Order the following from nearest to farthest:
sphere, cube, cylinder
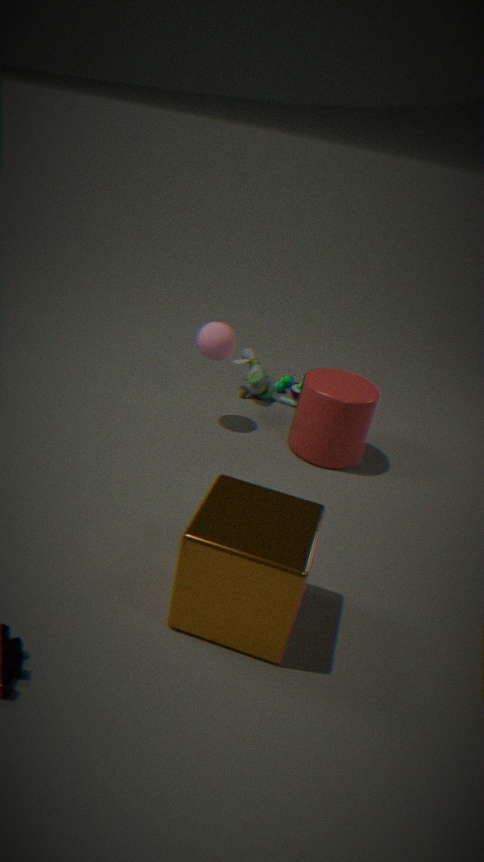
1. cube
2. cylinder
3. sphere
